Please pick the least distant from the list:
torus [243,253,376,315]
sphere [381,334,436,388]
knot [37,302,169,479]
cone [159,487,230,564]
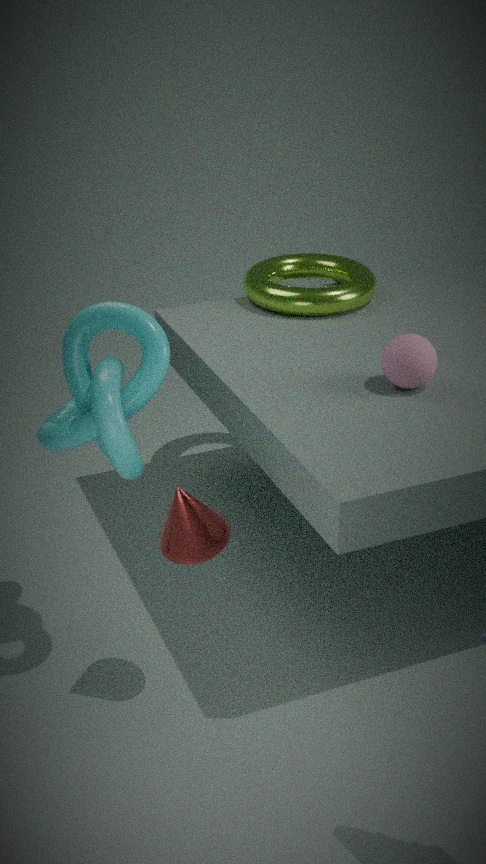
cone [159,487,230,564]
